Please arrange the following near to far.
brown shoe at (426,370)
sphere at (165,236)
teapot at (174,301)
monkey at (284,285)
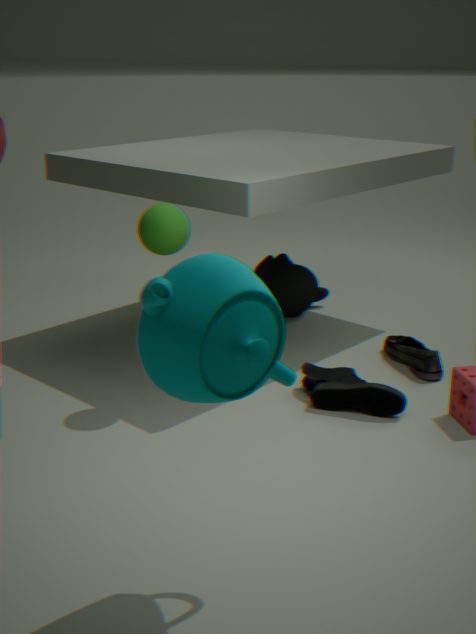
teapot at (174,301)
sphere at (165,236)
brown shoe at (426,370)
monkey at (284,285)
